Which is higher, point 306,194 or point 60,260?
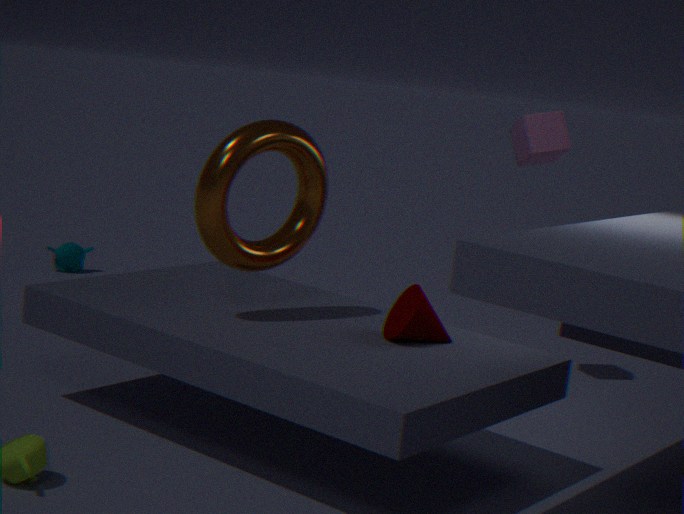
point 306,194
